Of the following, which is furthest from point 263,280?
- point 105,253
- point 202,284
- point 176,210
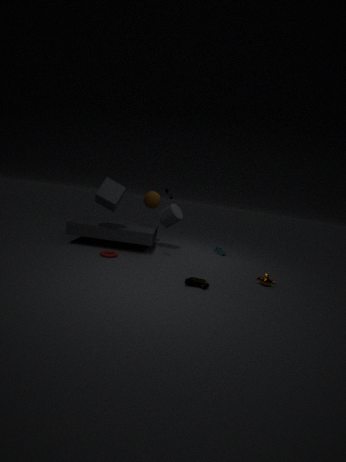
point 105,253
